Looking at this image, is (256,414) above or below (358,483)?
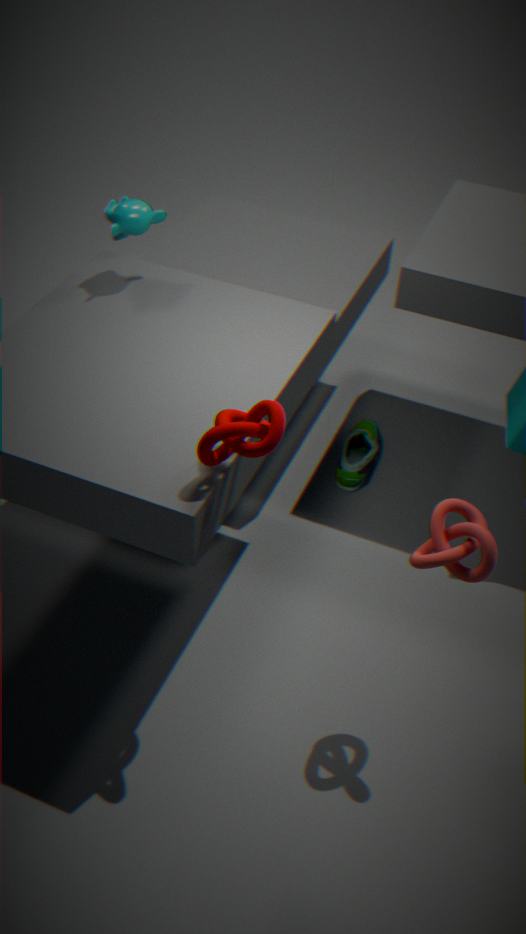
above
